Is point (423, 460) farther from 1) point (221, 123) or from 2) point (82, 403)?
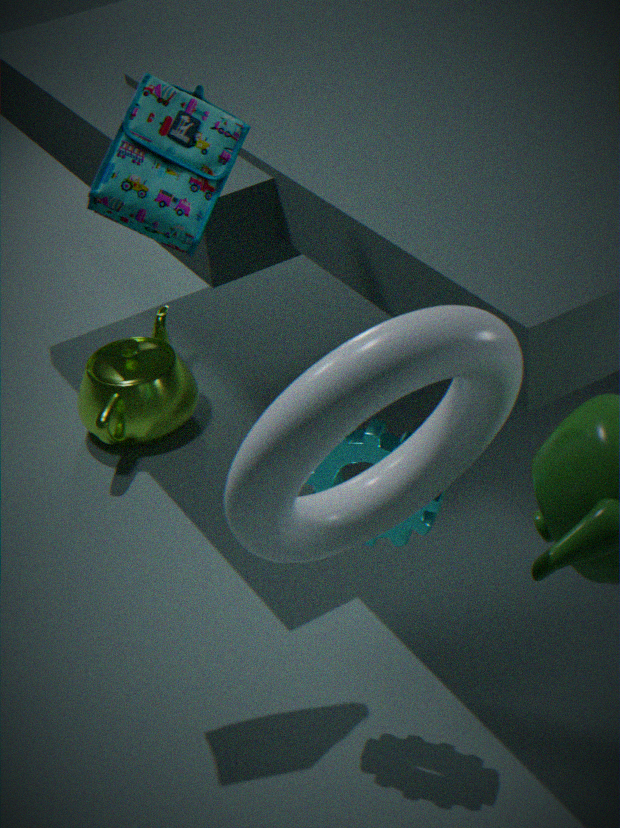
2) point (82, 403)
